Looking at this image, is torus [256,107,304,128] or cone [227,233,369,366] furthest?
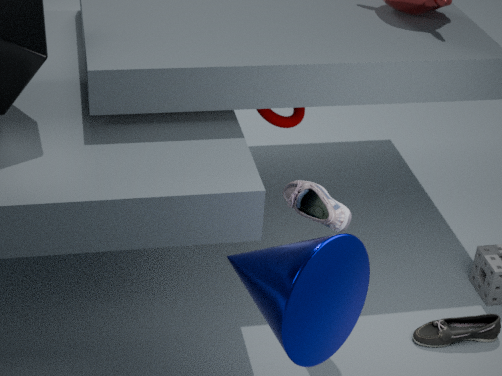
torus [256,107,304,128]
